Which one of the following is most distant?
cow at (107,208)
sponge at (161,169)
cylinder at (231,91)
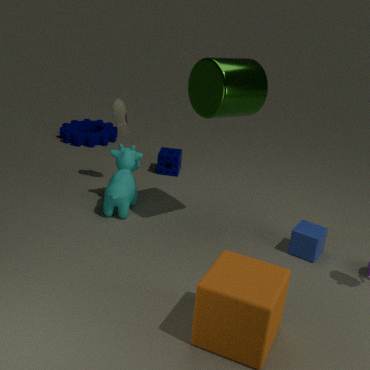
sponge at (161,169)
